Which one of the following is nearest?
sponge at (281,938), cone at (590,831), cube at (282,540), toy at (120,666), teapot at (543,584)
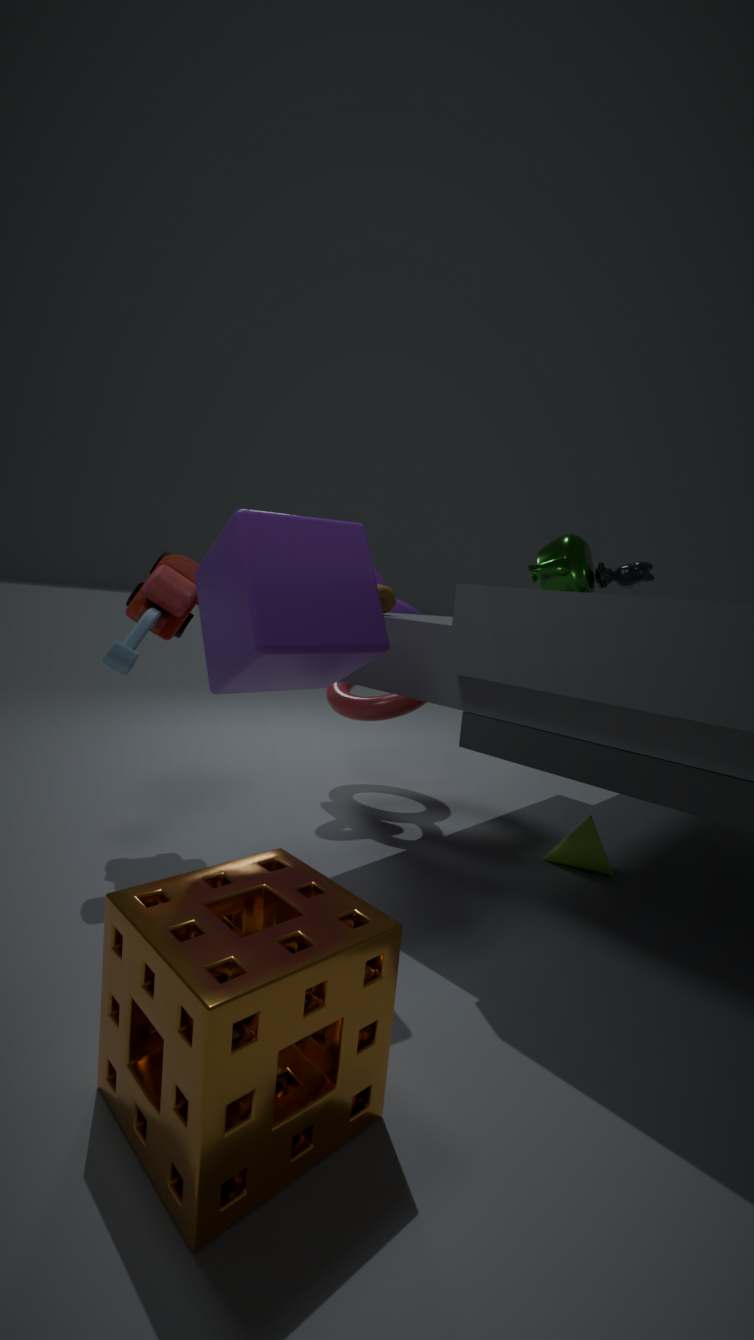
sponge at (281,938)
